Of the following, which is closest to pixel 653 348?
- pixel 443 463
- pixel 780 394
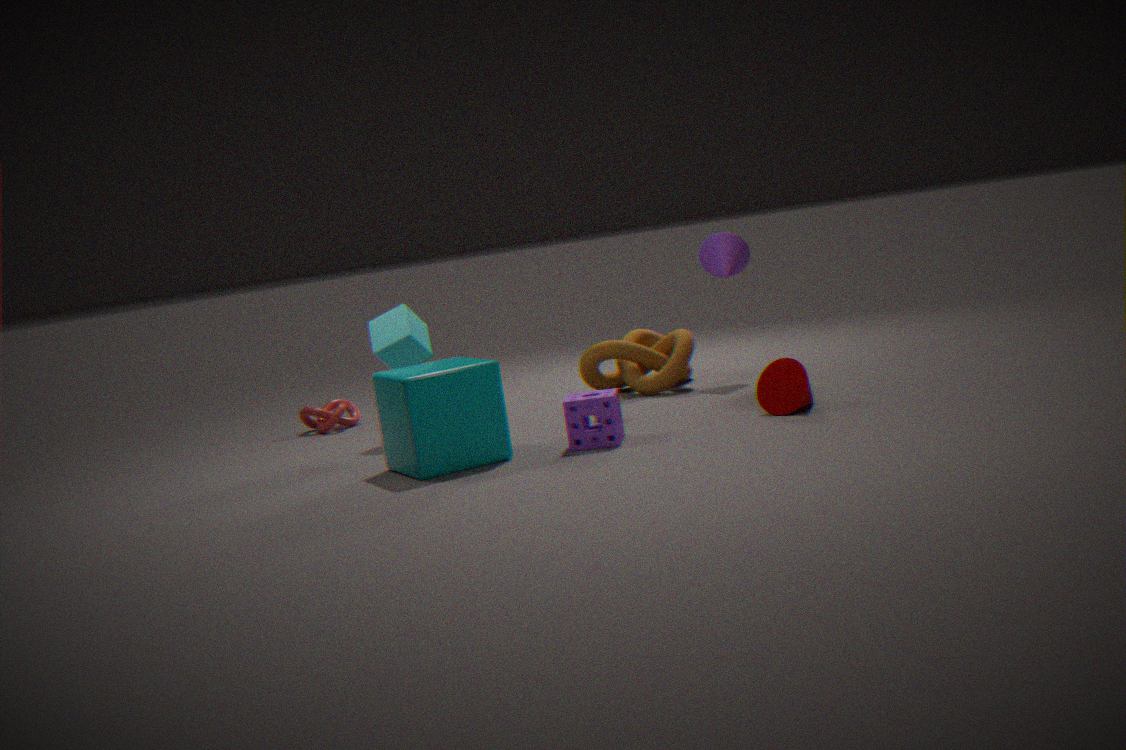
pixel 780 394
